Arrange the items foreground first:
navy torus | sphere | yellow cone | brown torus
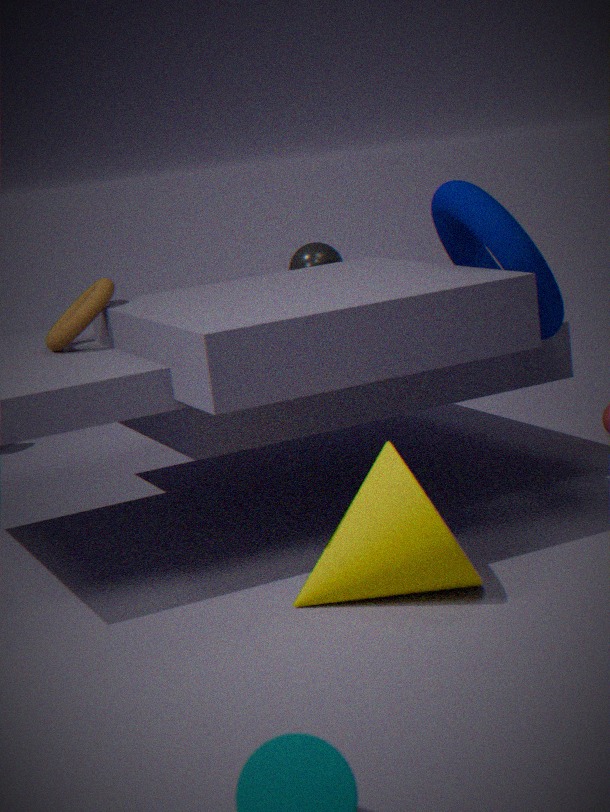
yellow cone → navy torus → brown torus → sphere
